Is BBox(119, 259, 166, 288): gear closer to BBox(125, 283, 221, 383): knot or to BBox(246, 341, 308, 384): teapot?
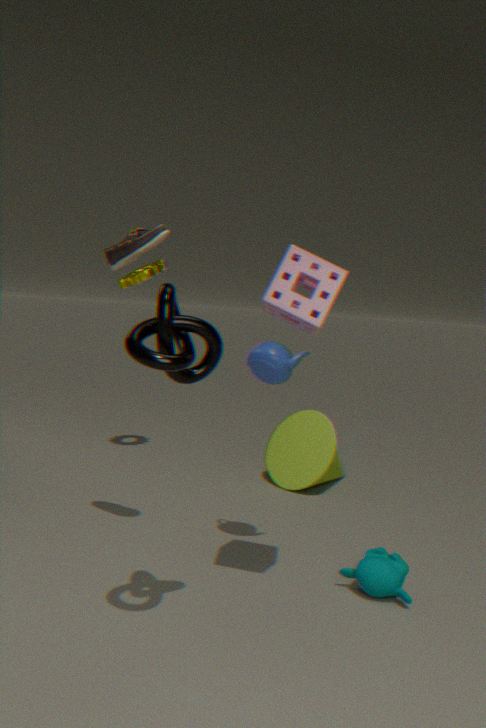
BBox(246, 341, 308, 384): teapot
